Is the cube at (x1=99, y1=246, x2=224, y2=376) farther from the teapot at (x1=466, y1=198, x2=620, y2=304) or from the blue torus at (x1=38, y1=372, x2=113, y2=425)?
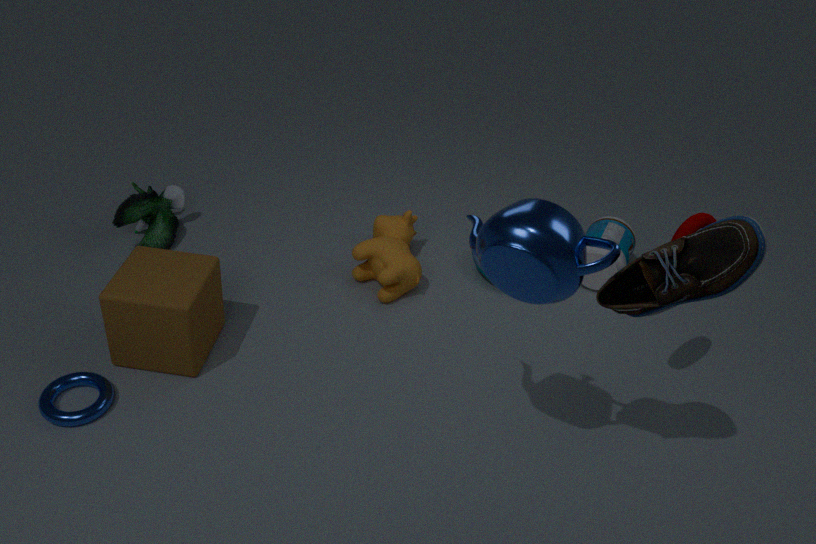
the teapot at (x1=466, y1=198, x2=620, y2=304)
